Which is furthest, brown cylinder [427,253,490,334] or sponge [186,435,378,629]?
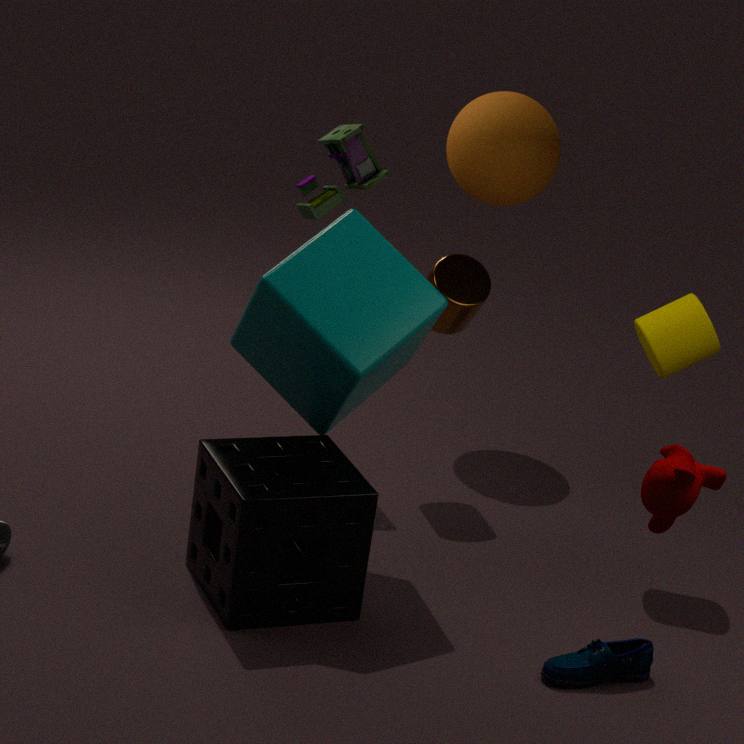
brown cylinder [427,253,490,334]
